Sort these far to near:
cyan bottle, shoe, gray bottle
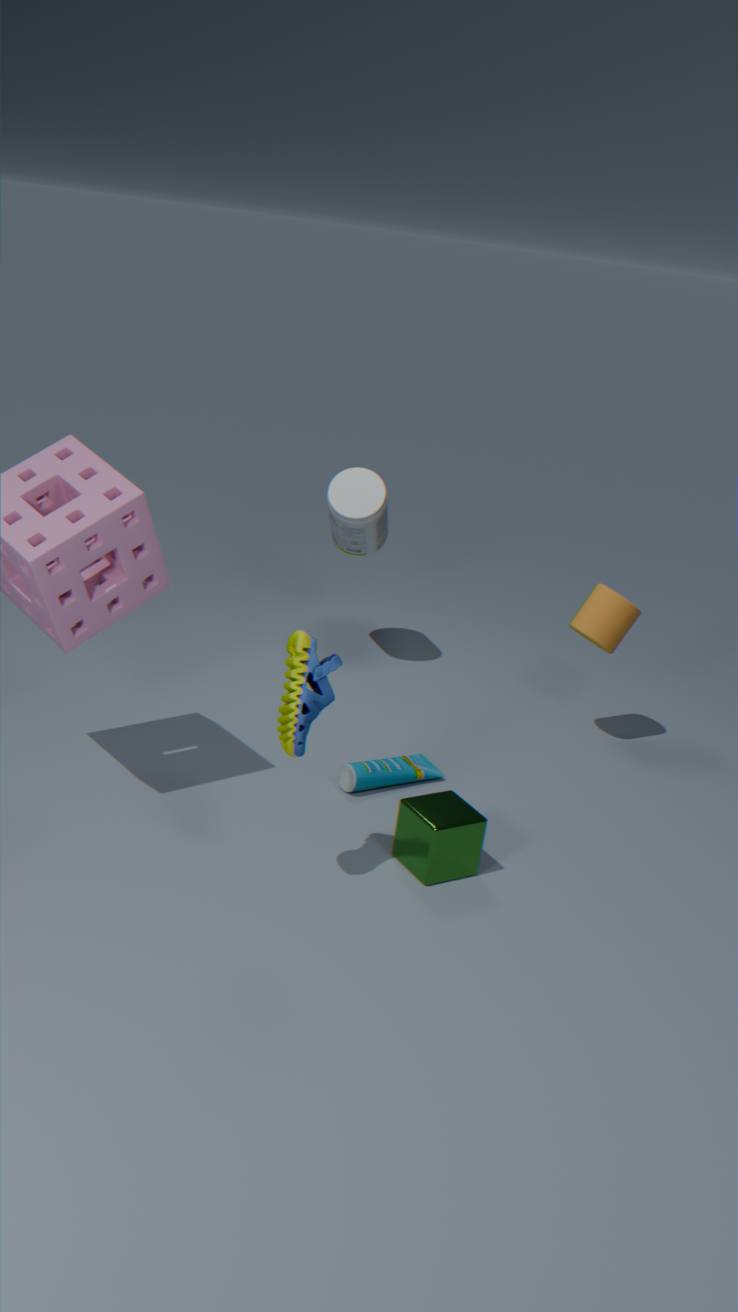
gray bottle
cyan bottle
shoe
